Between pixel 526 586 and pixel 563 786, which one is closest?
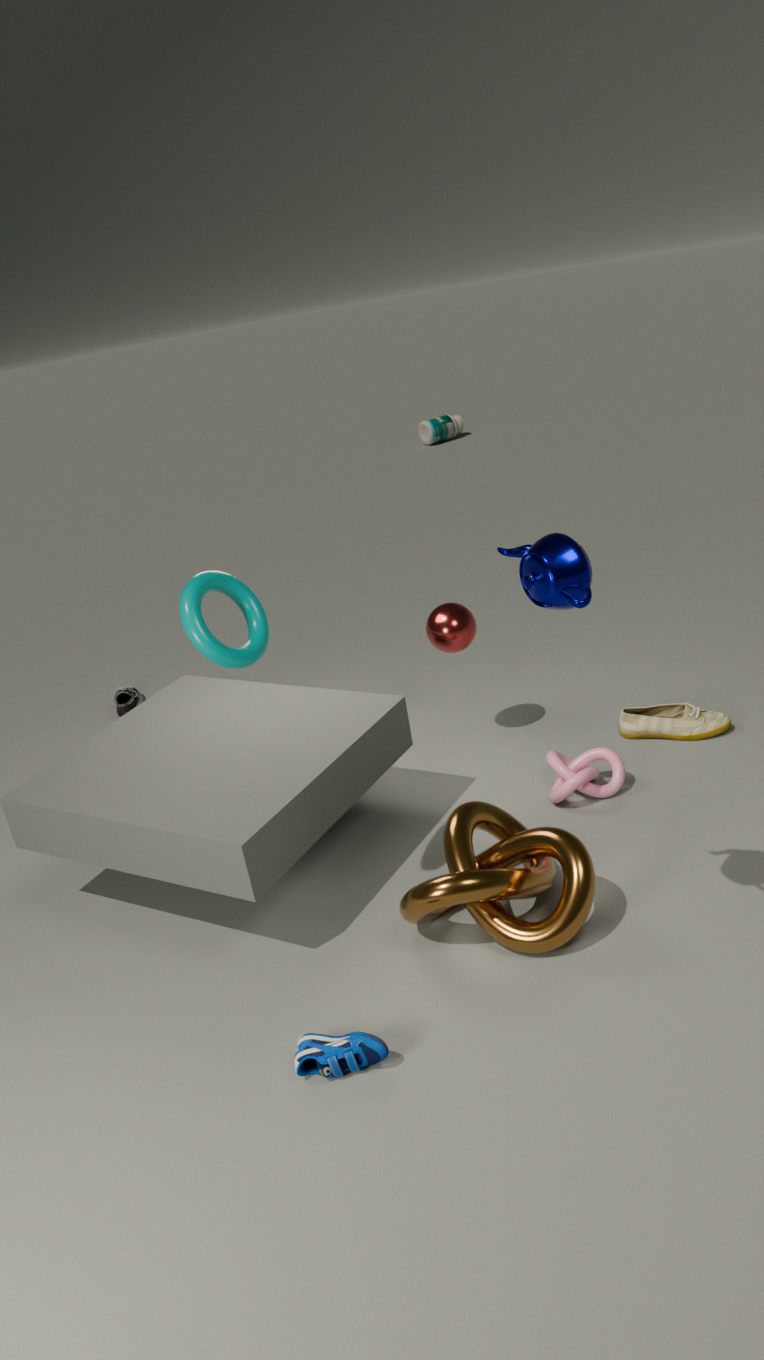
pixel 526 586
